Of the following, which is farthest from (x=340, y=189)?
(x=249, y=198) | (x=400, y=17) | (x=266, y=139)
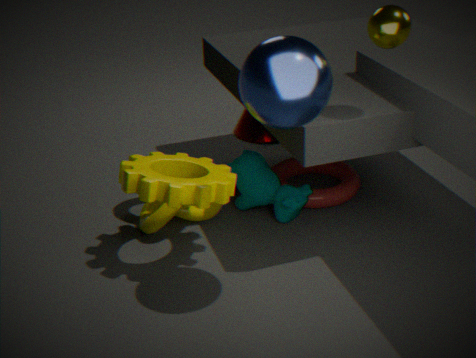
(x=400, y=17)
